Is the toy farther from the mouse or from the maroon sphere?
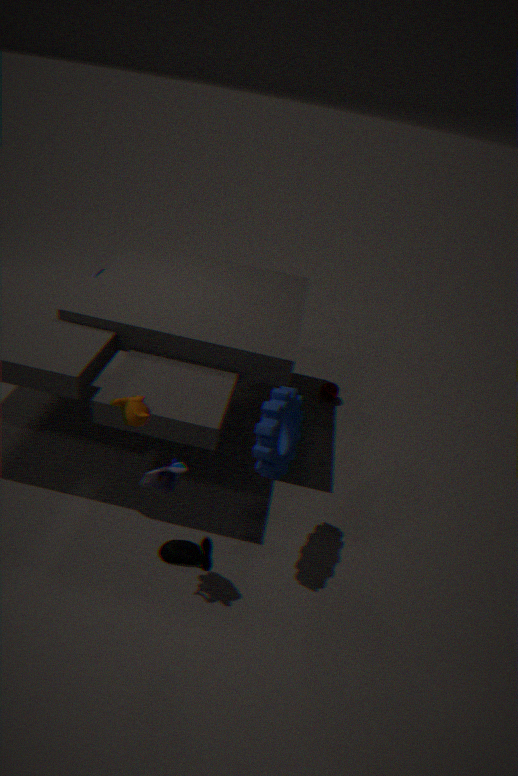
the maroon sphere
